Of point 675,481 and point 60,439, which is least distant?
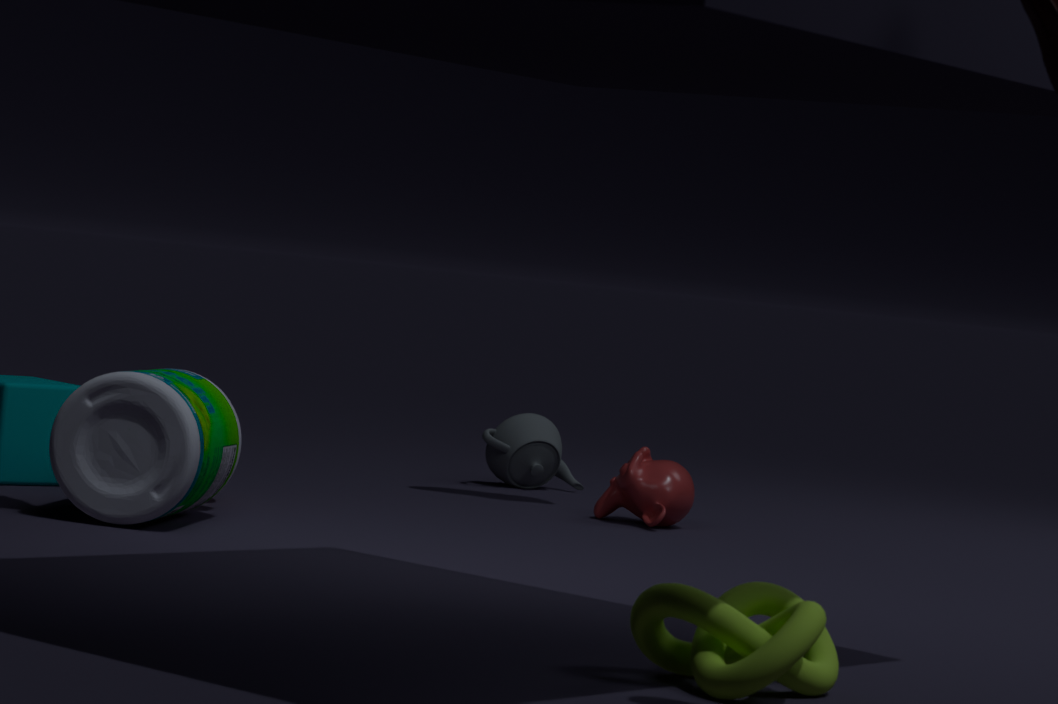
point 60,439
